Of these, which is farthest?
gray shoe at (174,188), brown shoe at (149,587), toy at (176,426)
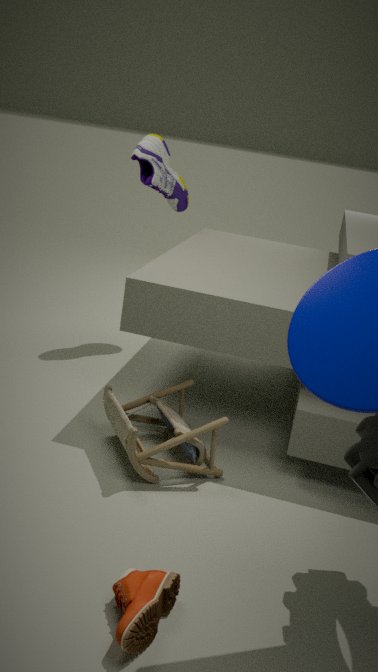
gray shoe at (174,188)
